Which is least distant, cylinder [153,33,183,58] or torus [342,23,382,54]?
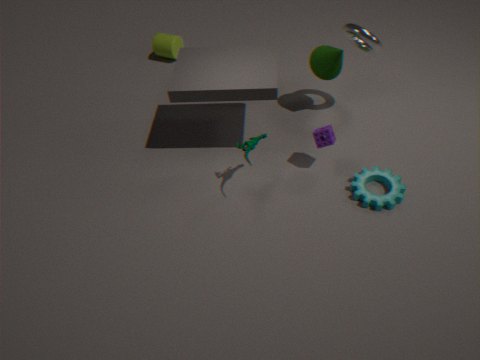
torus [342,23,382,54]
